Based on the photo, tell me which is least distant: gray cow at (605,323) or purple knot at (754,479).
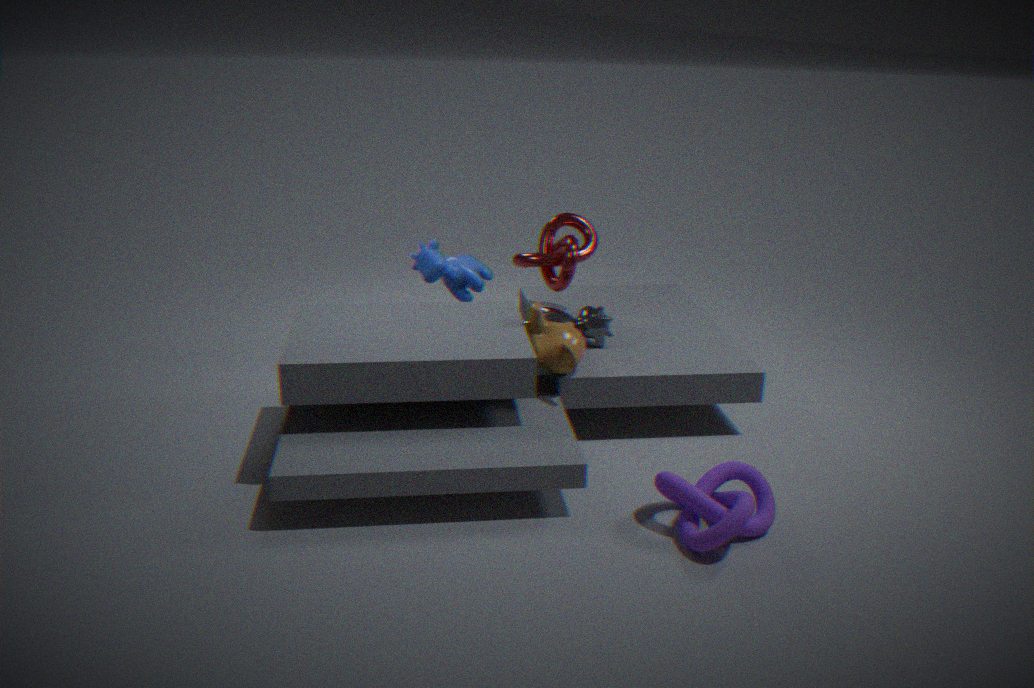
purple knot at (754,479)
